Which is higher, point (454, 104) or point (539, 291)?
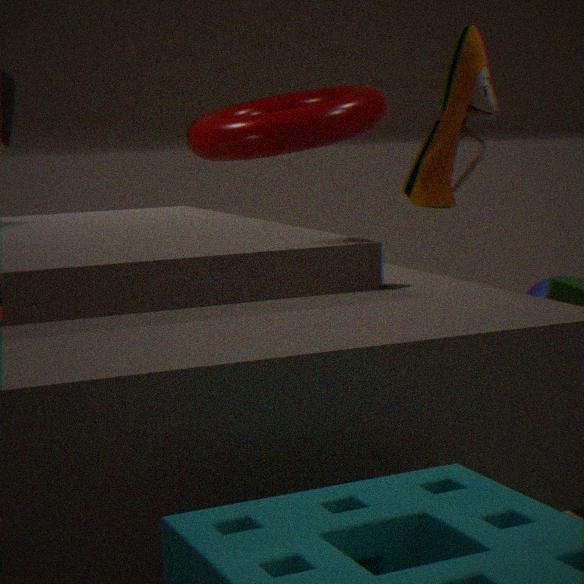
point (454, 104)
